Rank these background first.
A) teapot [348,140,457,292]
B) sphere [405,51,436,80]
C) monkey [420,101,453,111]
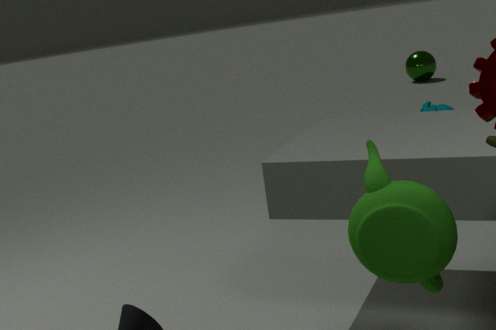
1. sphere [405,51,436,80]
2. monkey [420,101,453,111]
3. teapot [348,140,457,292]
